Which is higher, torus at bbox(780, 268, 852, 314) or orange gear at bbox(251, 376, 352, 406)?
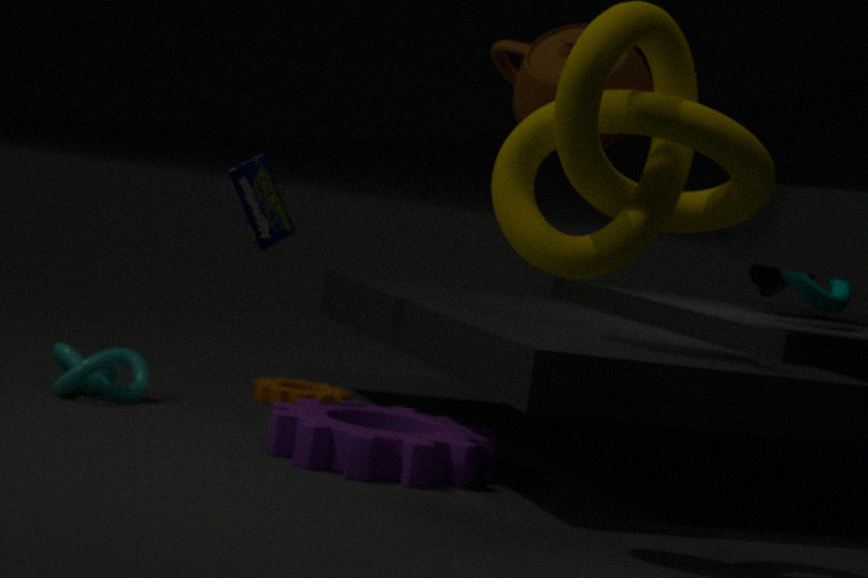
torus at bbox(780, 268, 852, 314)
